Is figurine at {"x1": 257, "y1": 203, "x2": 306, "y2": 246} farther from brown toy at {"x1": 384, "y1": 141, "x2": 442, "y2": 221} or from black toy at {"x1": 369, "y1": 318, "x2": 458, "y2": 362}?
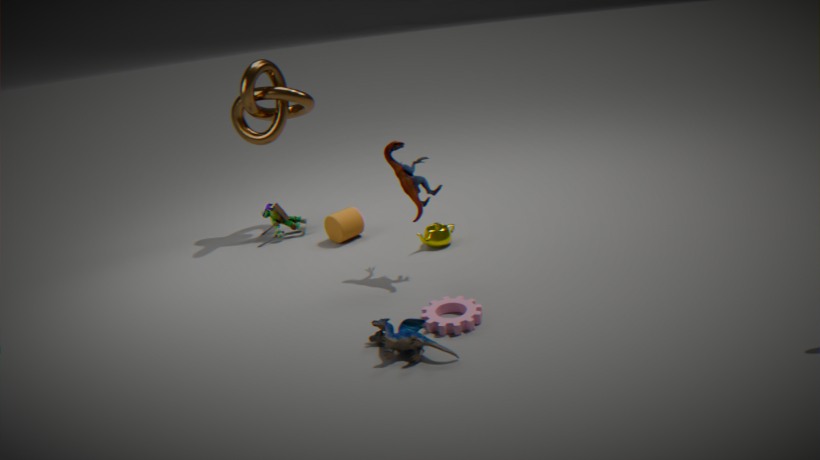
black toy at {"x1": 369, "y1": 318, "x2": 458, "y2": 362}
